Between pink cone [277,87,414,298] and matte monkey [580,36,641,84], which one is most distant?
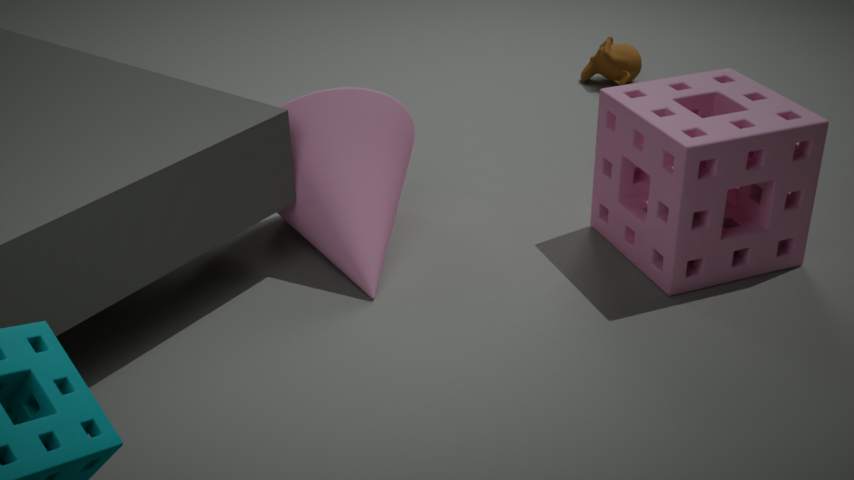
matte monkey [580,36,641,84]
